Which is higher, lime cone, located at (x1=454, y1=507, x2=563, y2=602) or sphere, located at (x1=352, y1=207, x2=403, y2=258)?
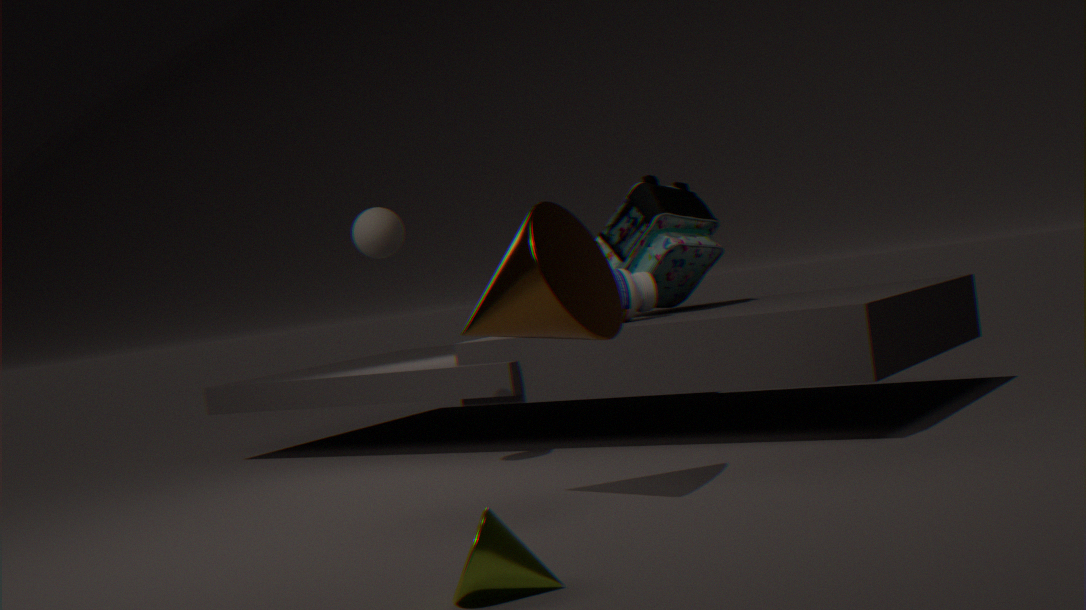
sphere, located at (x1=352, y1=207, x2=403, y2=258)
